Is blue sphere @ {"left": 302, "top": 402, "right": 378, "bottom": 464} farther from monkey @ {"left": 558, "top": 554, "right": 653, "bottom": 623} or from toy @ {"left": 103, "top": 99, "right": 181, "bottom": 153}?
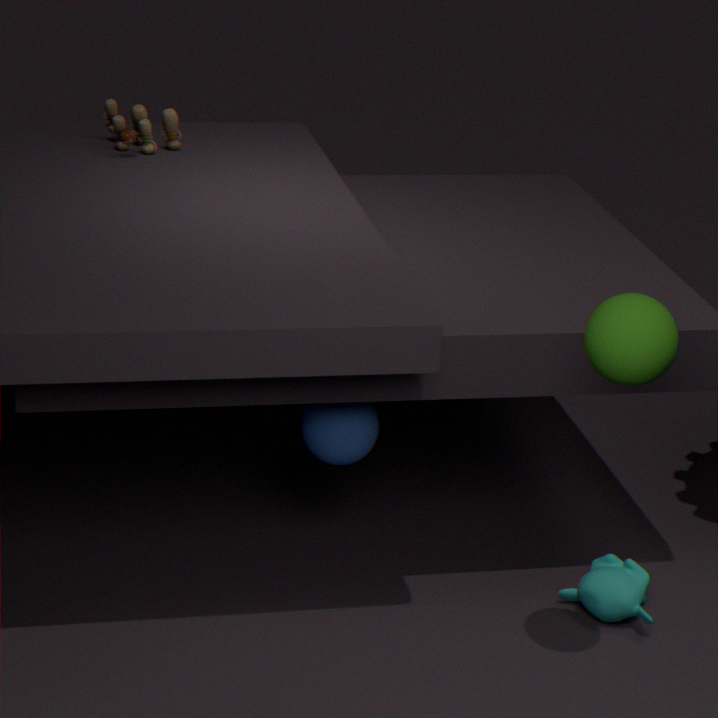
toy @ {"left": 103, "top": 99, "right": 181, "bottom": 153}
